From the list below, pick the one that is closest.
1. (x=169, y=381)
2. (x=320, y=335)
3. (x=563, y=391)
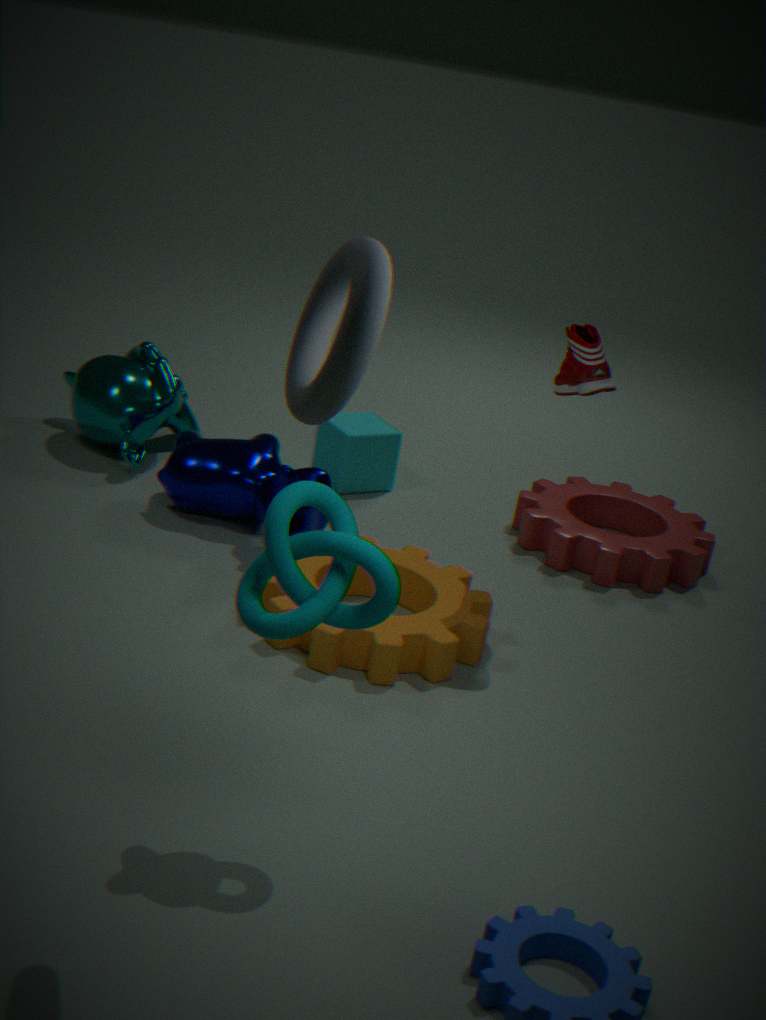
(x=320, y=335)
